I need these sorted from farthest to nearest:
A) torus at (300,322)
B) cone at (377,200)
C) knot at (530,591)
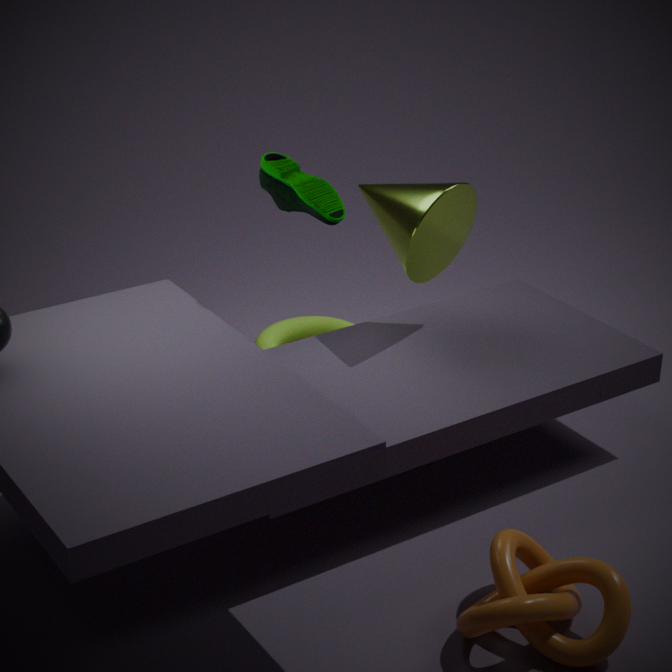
torus at (300,322)
cone at (377,200)
knot at (530,591)
